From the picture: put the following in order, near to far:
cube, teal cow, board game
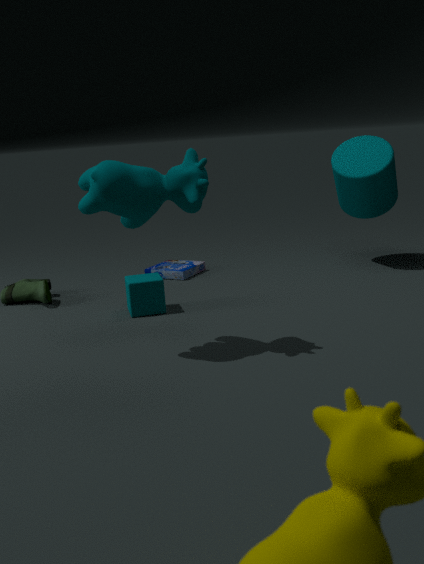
teal cow < cube < board game
